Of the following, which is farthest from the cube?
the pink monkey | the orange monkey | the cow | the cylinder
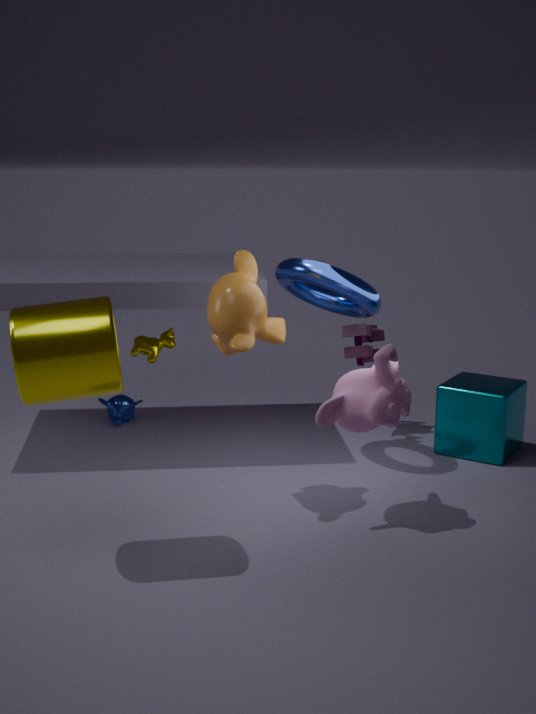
the cylinder
